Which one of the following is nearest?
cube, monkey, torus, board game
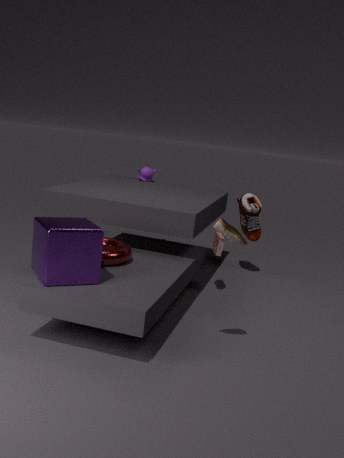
cube
